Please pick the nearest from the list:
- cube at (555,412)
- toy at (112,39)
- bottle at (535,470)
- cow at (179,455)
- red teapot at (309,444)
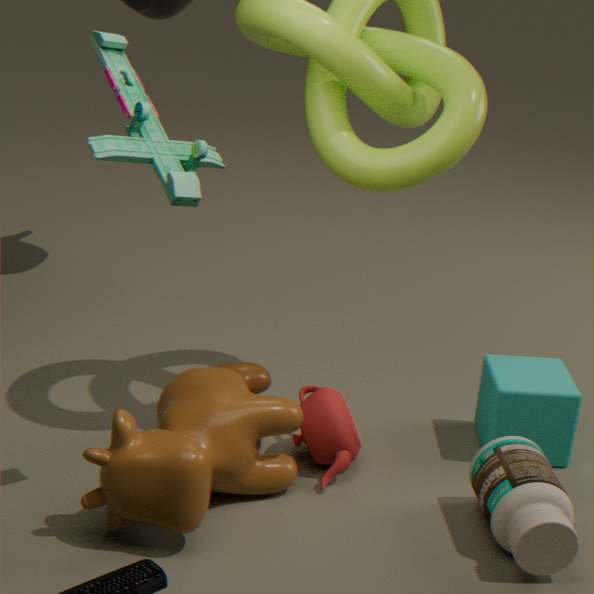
toy at (112,39)
